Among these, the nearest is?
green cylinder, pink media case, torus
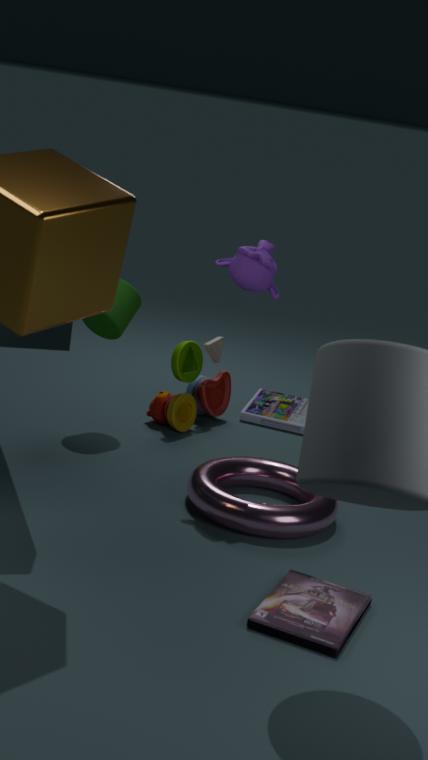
pink media case
